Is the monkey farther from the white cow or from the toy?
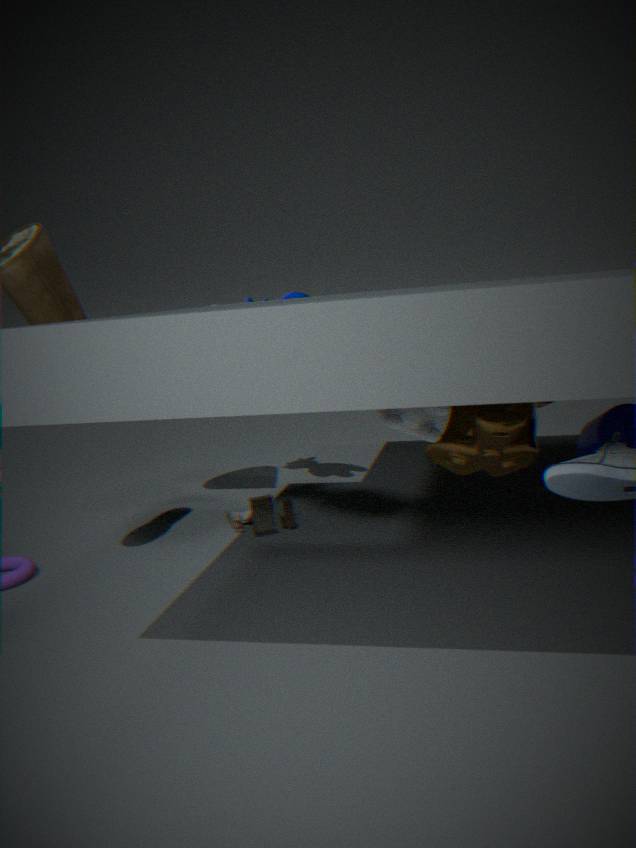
the toy
